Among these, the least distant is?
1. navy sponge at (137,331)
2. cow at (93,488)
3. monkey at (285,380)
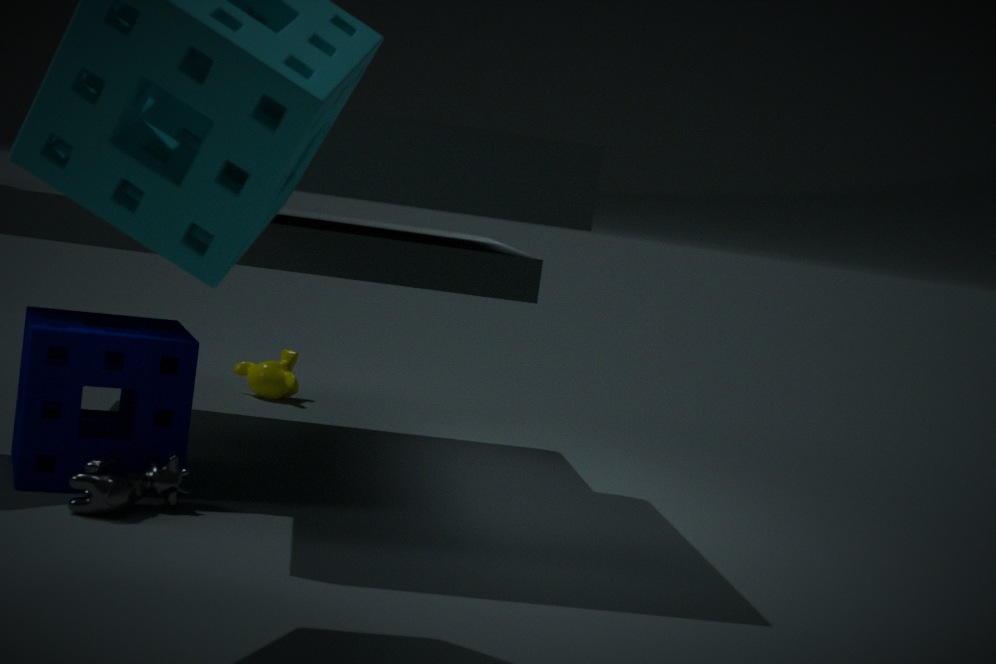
cow at (93,488)
